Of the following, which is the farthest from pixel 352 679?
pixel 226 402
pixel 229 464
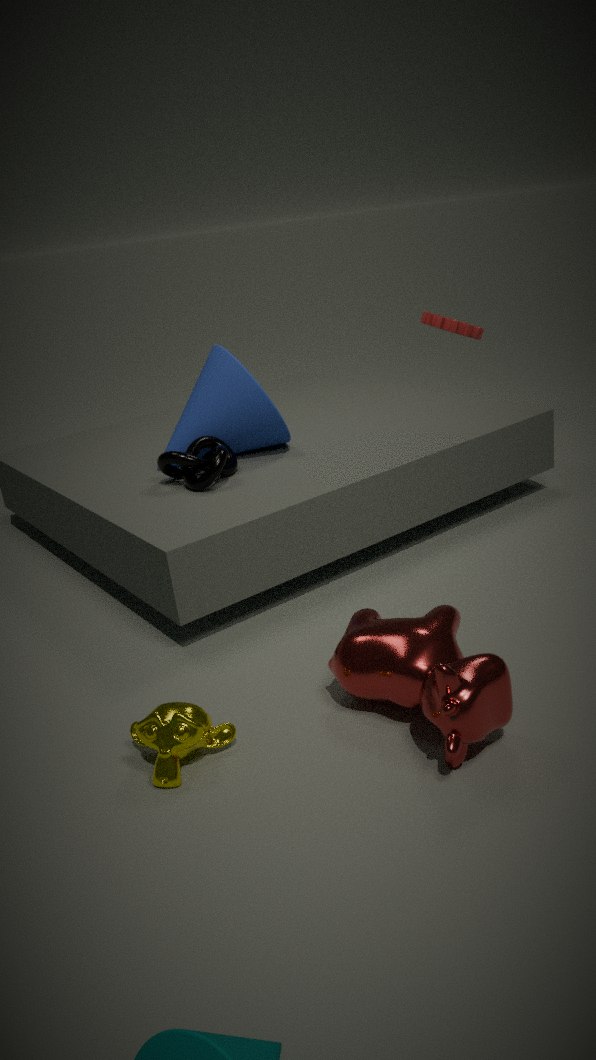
pixel 226 402
